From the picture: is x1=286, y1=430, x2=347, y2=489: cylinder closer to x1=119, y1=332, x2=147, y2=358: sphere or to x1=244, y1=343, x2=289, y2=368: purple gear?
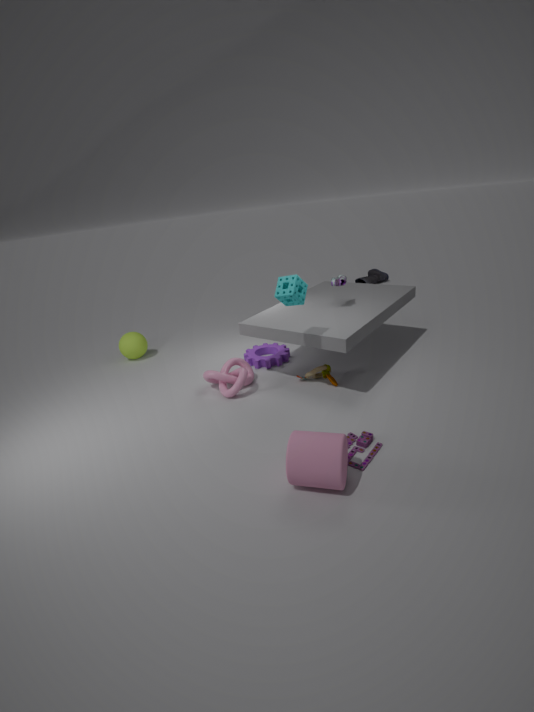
x1=244, y1=343, x2=289, y2=368: purple gear
